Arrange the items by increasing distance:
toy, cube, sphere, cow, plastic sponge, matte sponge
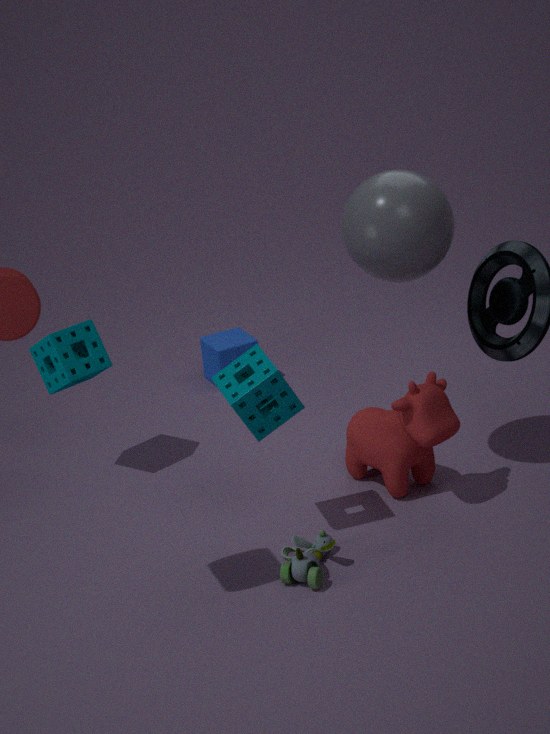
toy
plastic sponge
sphere
cow
matte sponge
cube
